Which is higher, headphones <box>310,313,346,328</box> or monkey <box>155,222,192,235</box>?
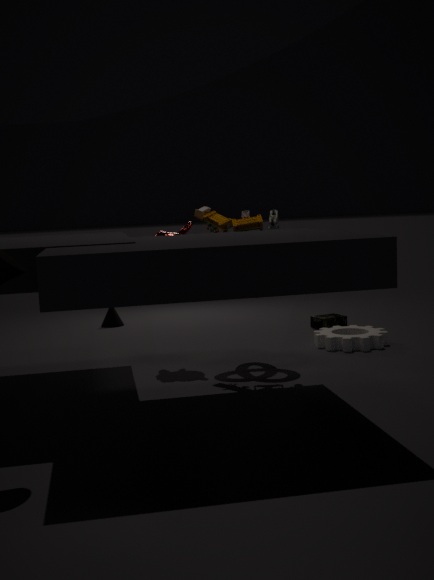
monkey <box>155,222,192,235</box>
